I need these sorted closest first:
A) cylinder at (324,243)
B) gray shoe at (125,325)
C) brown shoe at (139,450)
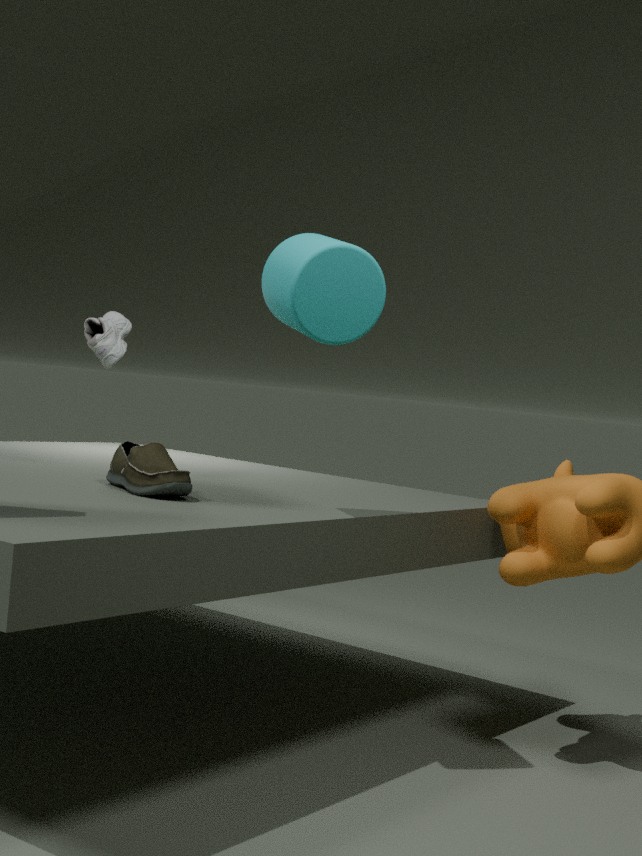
cylinder at (324,243) → brown shoe at (139,450) → gray shoe at (125,325)
